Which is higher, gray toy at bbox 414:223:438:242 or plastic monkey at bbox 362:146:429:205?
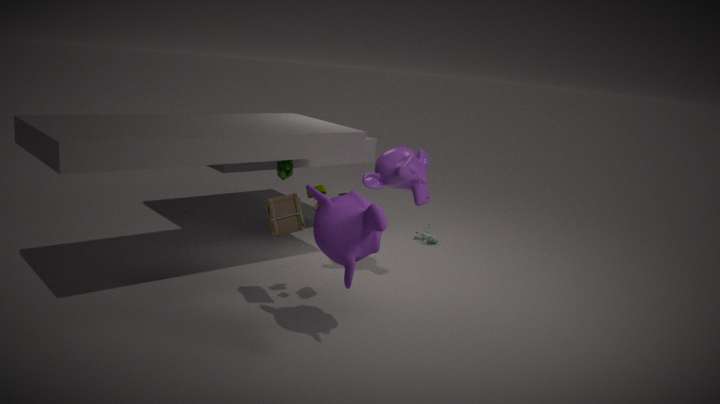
plastic monkey at bbox 362:146:429:205
